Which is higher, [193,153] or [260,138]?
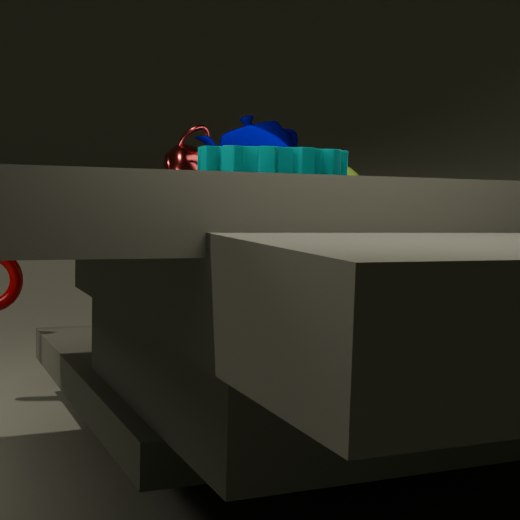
[260,138]
